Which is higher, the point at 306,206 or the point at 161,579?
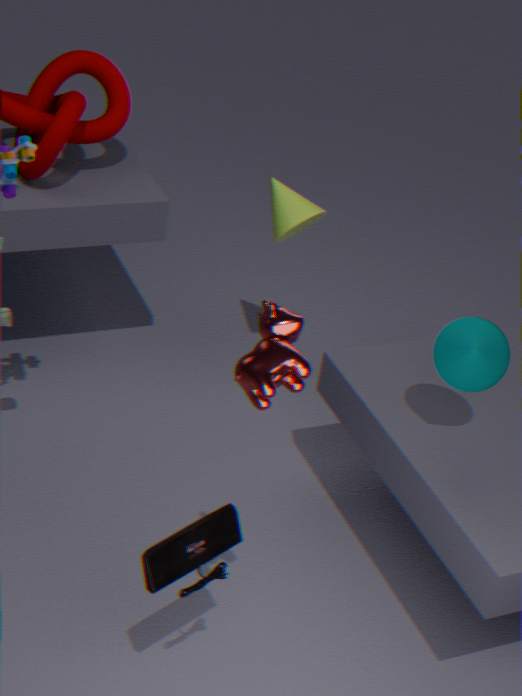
the point at 306,206
